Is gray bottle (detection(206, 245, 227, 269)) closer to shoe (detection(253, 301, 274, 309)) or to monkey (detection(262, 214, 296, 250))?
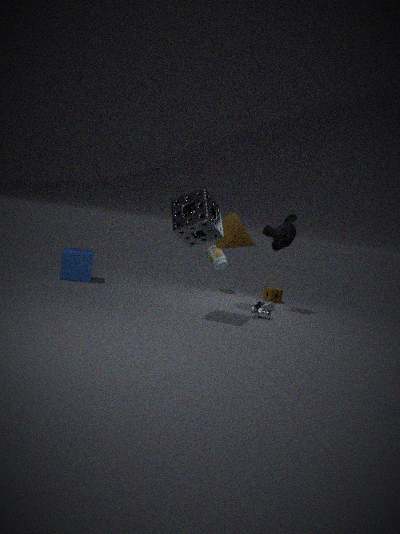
monkey (detection(262, 214, 296, 250))
